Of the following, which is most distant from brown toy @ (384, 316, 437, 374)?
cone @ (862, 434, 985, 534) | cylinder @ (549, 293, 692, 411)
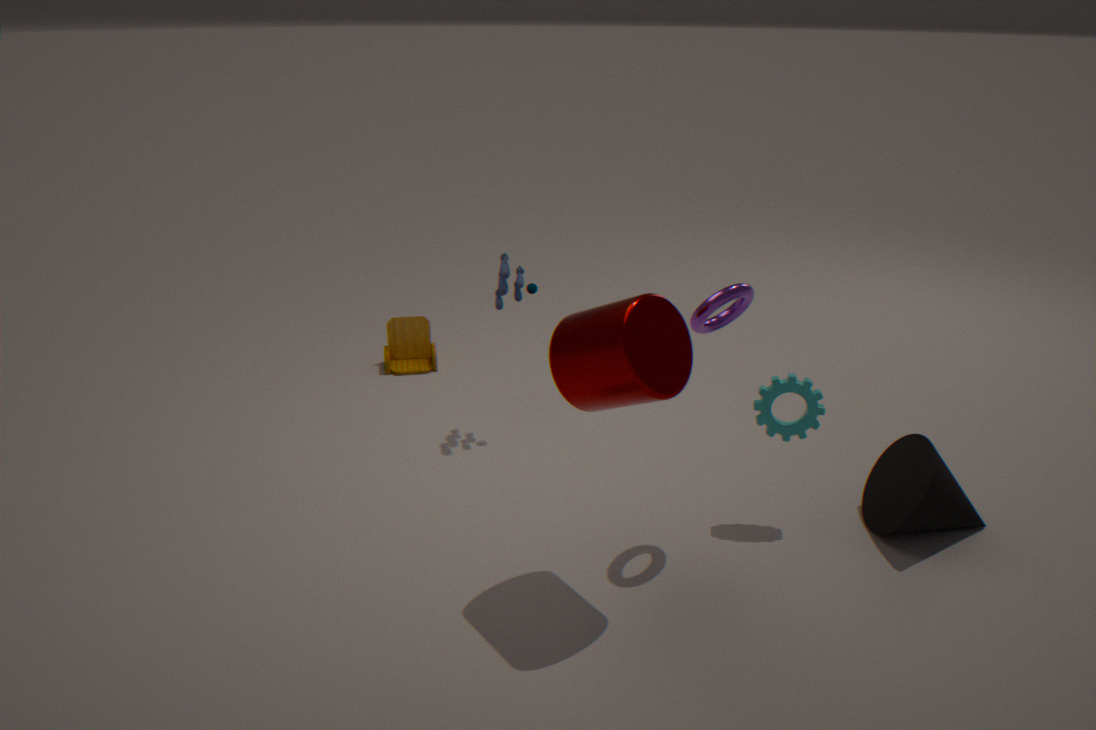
cone @ (862, 434, 985, 534)
